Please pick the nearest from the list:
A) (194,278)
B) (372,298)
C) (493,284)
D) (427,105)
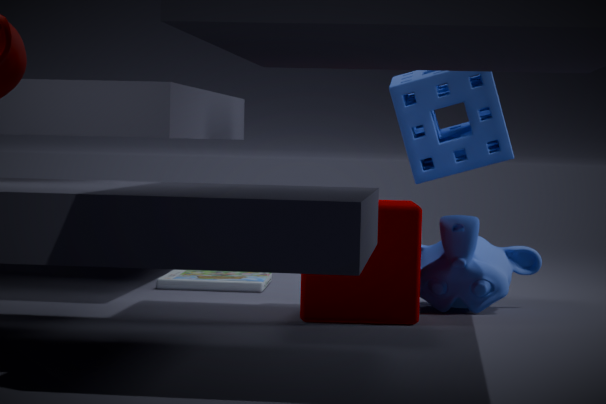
(372,298)
